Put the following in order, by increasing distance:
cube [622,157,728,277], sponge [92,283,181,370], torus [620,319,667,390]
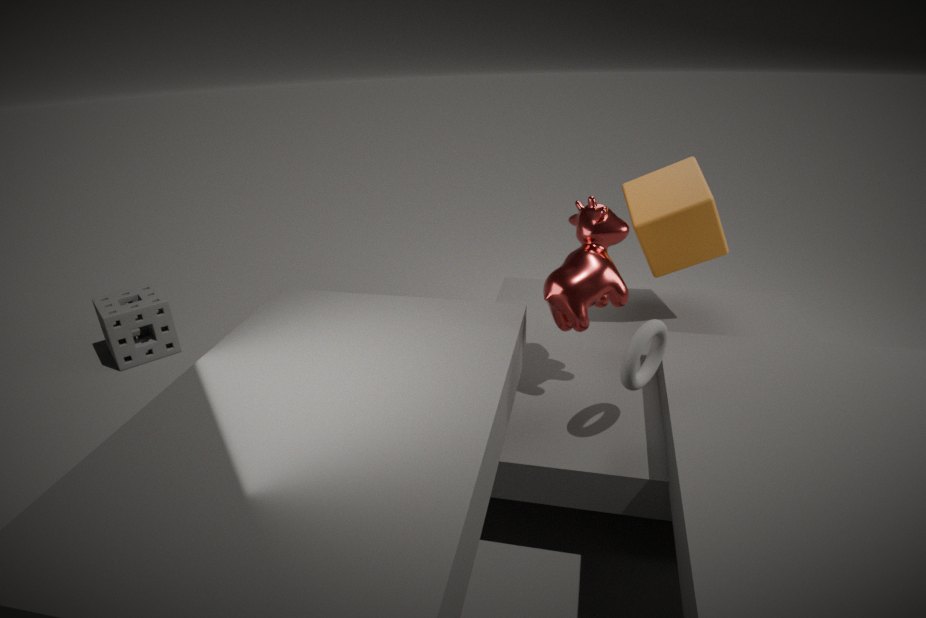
torus [620,319,667,390], cube [622,157,728,277], sponge [92,283,181,370]
